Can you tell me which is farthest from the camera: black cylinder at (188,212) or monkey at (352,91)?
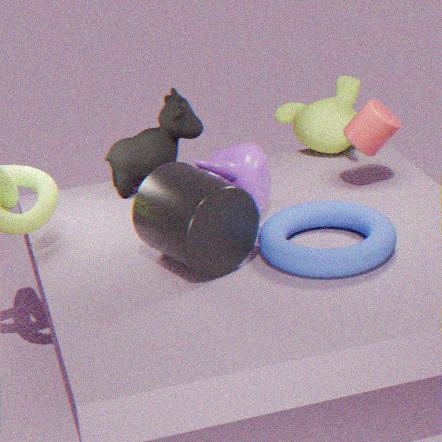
monkey at (352,91)
